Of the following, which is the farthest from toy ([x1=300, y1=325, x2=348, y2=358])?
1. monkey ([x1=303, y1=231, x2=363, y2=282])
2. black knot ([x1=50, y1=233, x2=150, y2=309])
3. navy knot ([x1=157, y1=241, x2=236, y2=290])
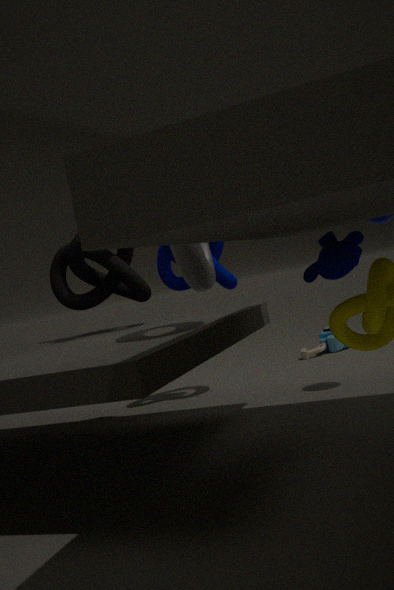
monkey ([x1=303, y1=231, x2=363, y2=282])
